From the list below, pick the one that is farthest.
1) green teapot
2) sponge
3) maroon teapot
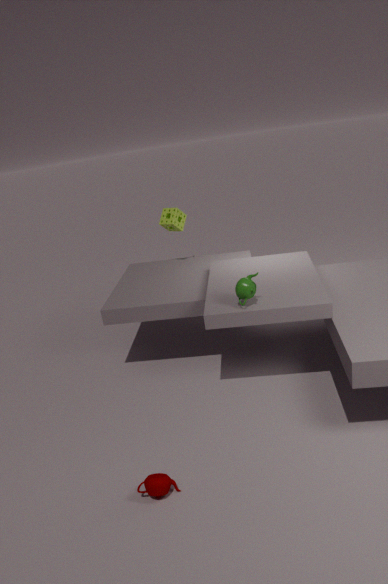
2. sponge
